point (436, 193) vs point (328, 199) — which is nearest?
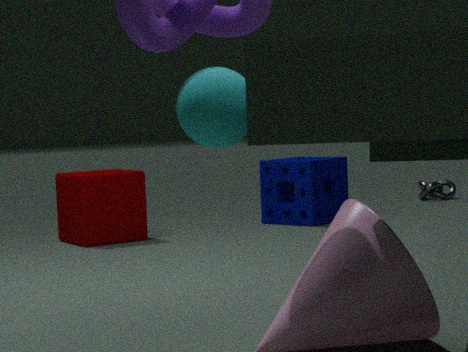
point (328, 199)
